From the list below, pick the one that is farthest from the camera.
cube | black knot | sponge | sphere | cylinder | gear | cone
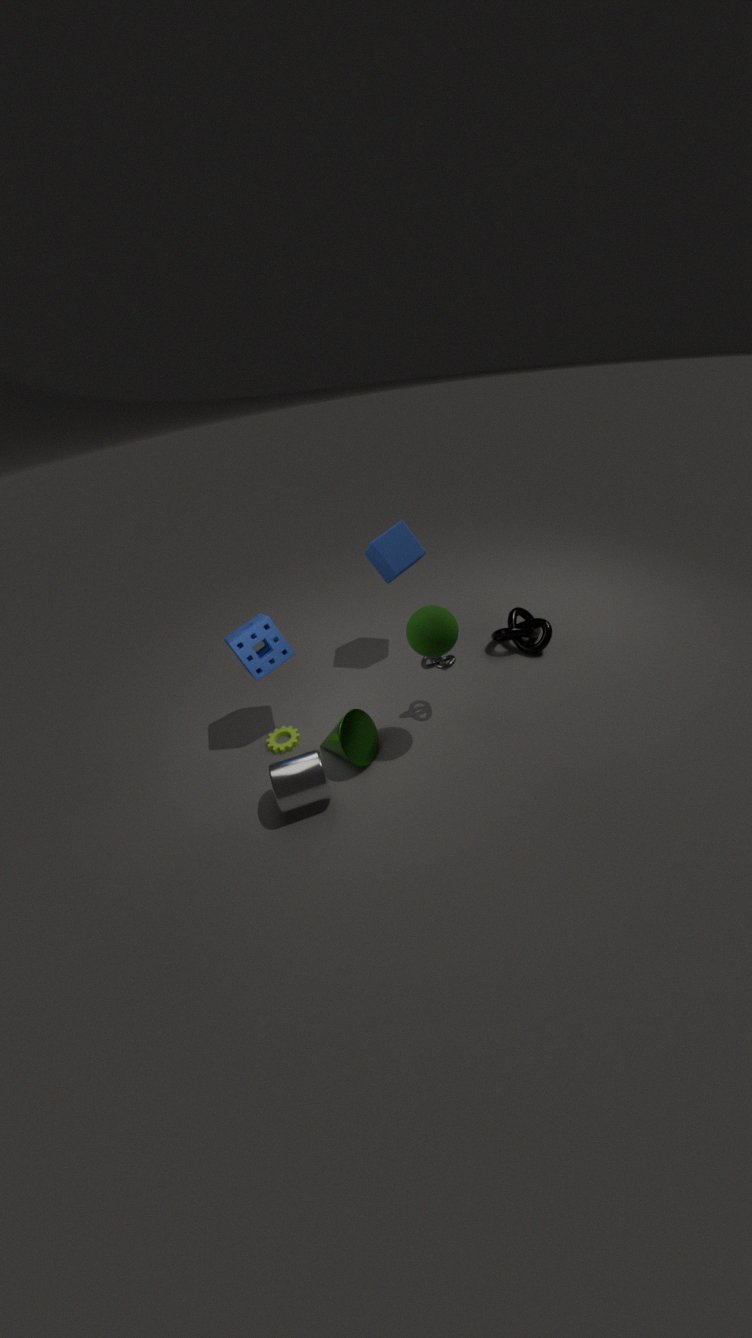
black knot
